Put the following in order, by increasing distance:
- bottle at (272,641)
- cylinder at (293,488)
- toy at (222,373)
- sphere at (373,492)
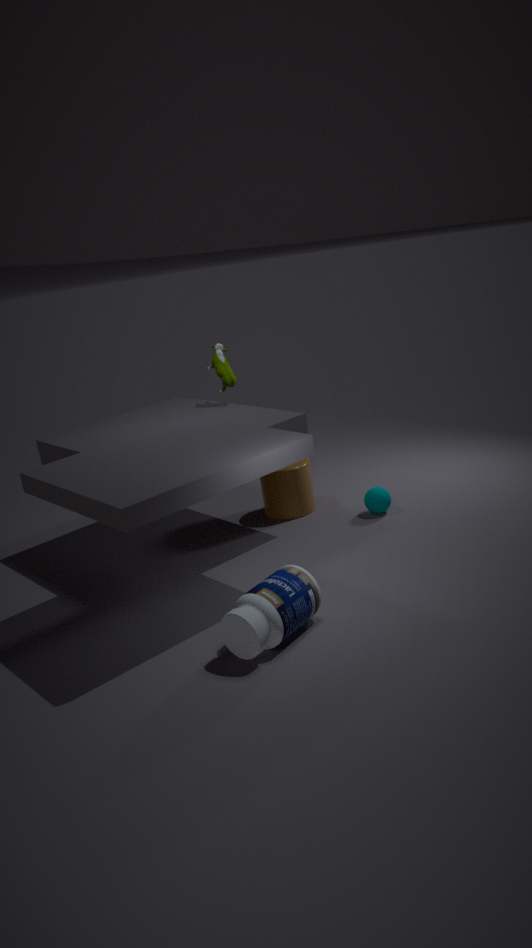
1. bottle at (272,641)
2. sphere at (373,492)
3. cylinder at (293,488)
4. toy at (222,373)
